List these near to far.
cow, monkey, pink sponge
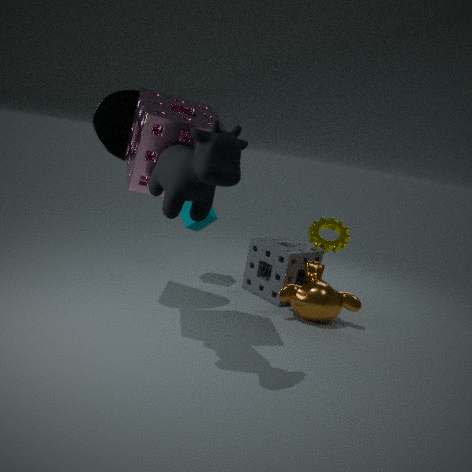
cow < pink sponge < monkey
